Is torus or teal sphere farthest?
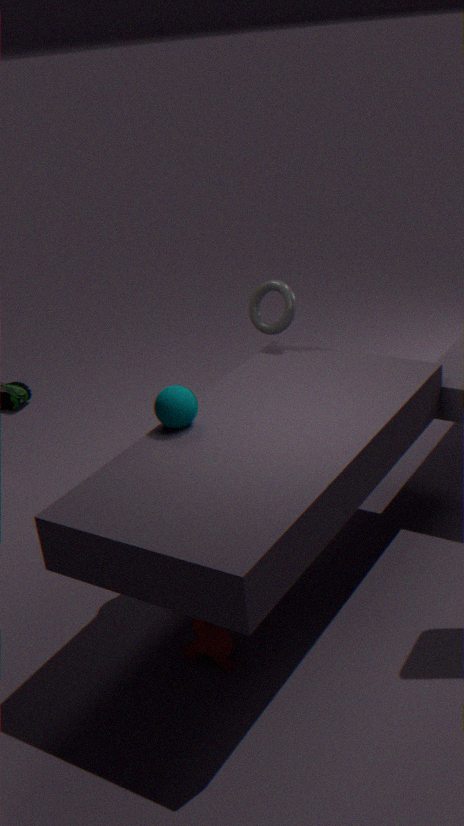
torus
